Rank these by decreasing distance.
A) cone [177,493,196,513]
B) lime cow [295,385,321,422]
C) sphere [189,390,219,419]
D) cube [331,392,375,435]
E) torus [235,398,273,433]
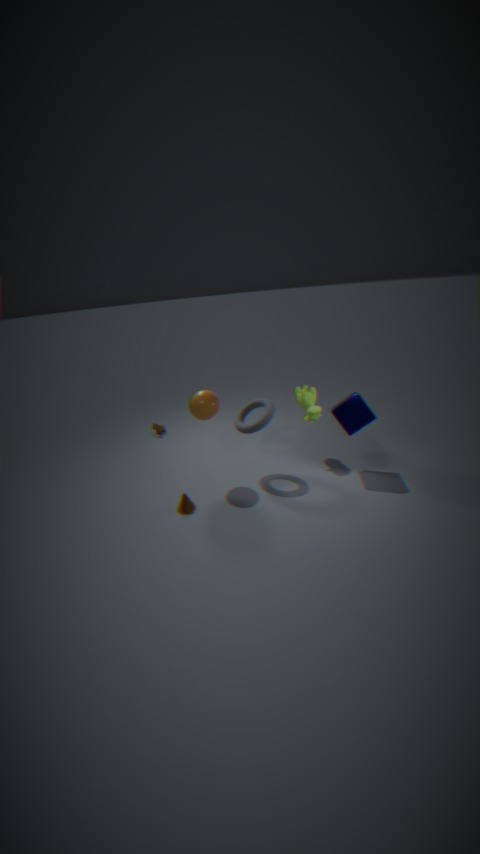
lime cow [295,385,321,422] → torus [235,398,273,433] → sphere [189,390,219,419] → cube [331,392,375,435] → cone [177,493,196,513]
